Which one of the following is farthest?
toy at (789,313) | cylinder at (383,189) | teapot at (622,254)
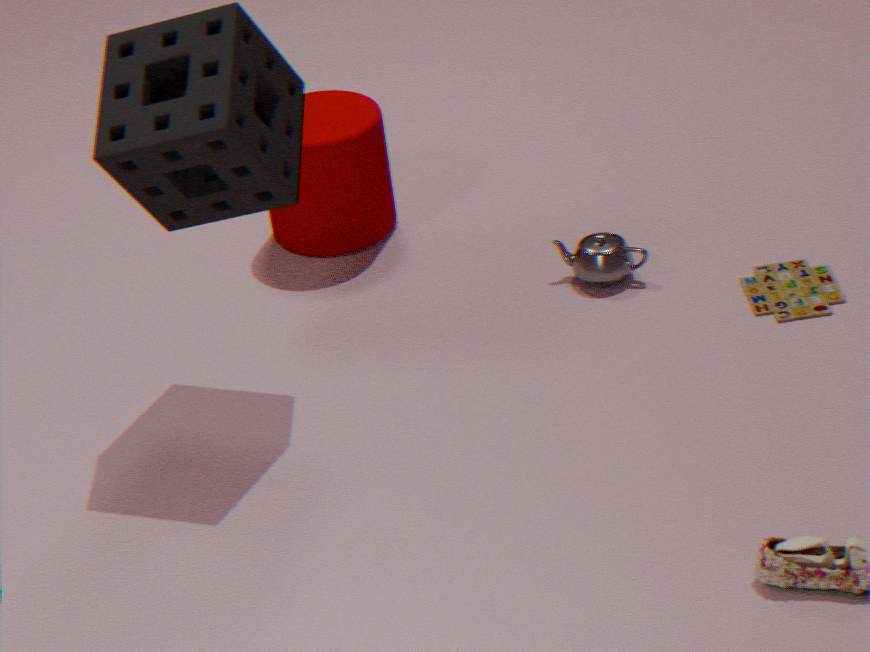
cylinder at (383,189)
